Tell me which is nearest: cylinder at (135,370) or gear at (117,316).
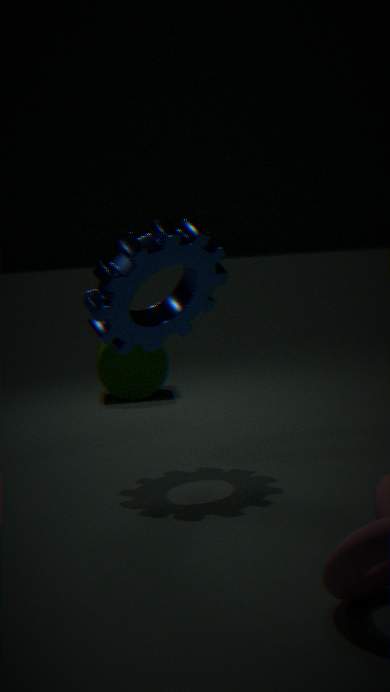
gear at (117,316)
